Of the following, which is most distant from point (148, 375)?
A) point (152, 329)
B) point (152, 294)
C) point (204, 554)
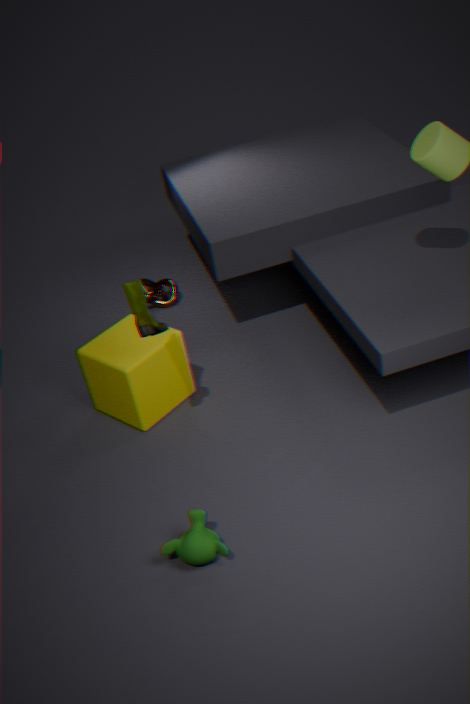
point (204, 554)
